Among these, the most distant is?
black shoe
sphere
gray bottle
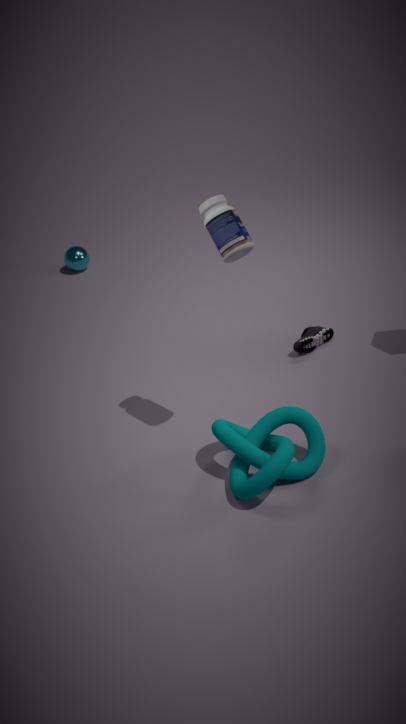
sphere
